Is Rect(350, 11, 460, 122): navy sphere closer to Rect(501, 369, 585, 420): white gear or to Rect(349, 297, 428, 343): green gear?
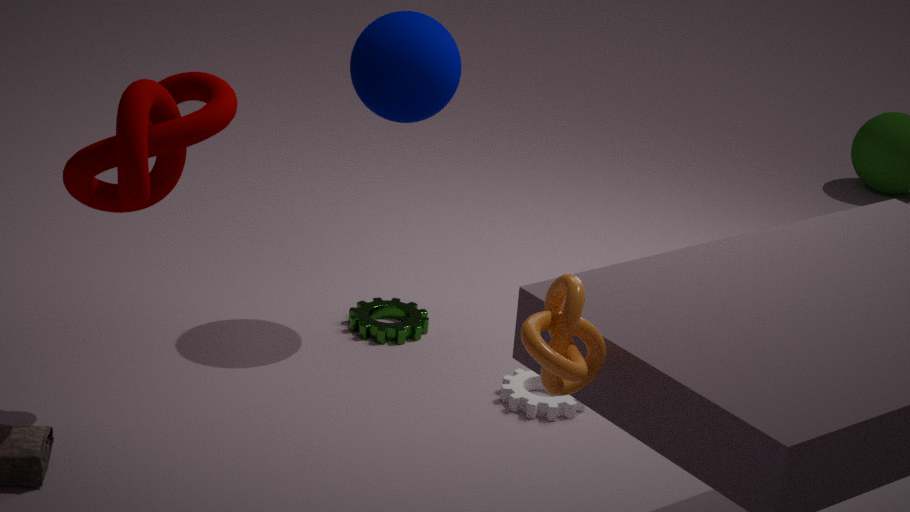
Rect(349, 297, 428, 343): green gear
